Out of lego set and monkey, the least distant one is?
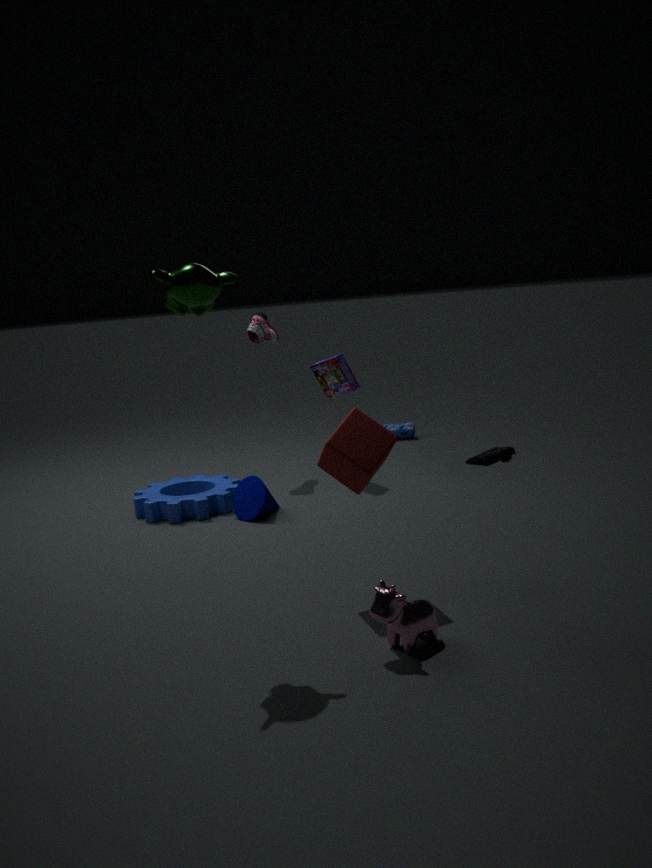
monkey
